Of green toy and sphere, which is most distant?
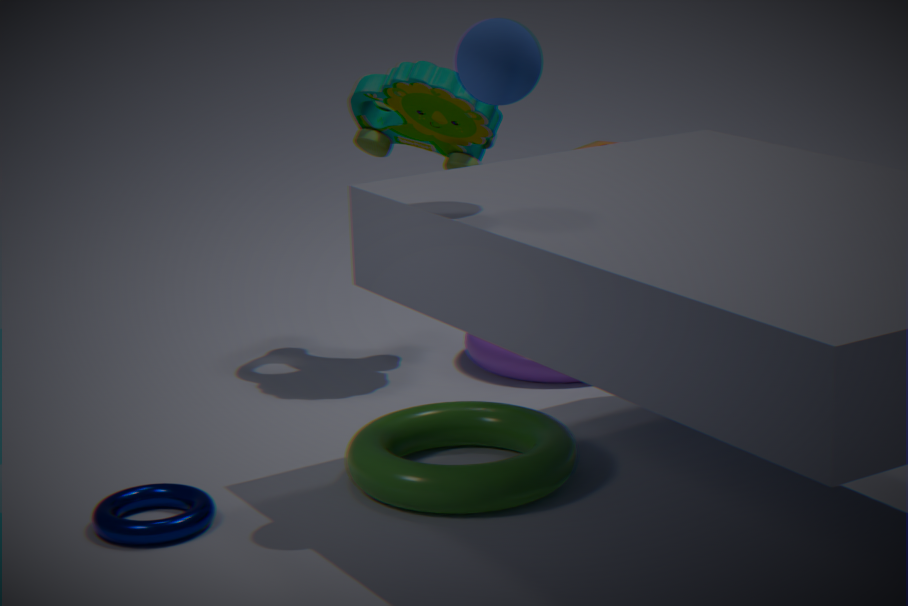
green toy
